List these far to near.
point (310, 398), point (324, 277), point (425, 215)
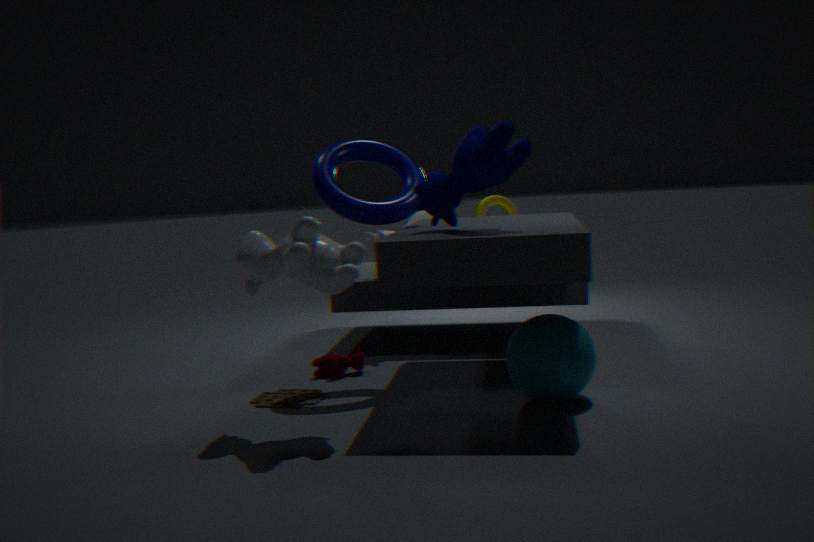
1. point (425, 215)
2. point (310, 398)
3. point (324, 277)
